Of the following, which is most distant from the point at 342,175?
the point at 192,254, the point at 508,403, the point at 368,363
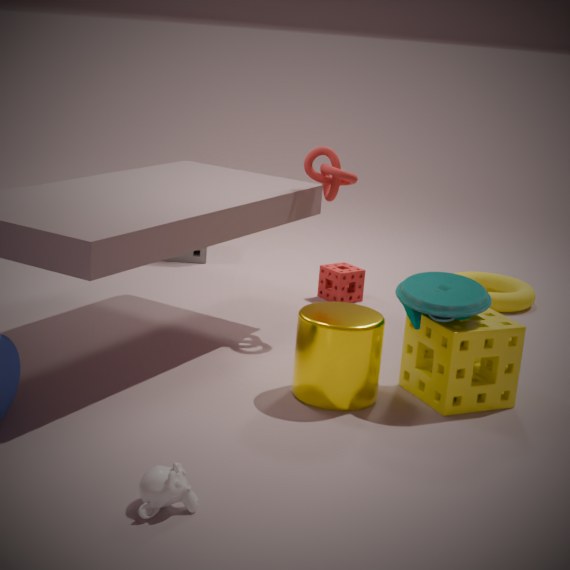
the point at 192,254
